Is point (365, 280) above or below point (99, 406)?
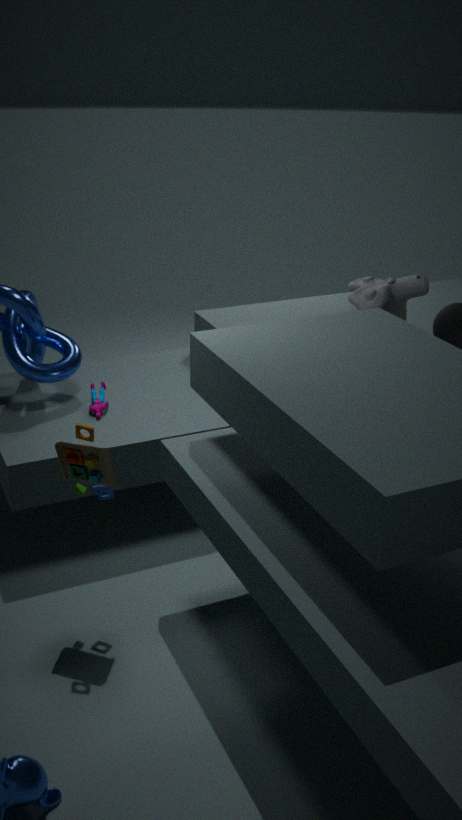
above
